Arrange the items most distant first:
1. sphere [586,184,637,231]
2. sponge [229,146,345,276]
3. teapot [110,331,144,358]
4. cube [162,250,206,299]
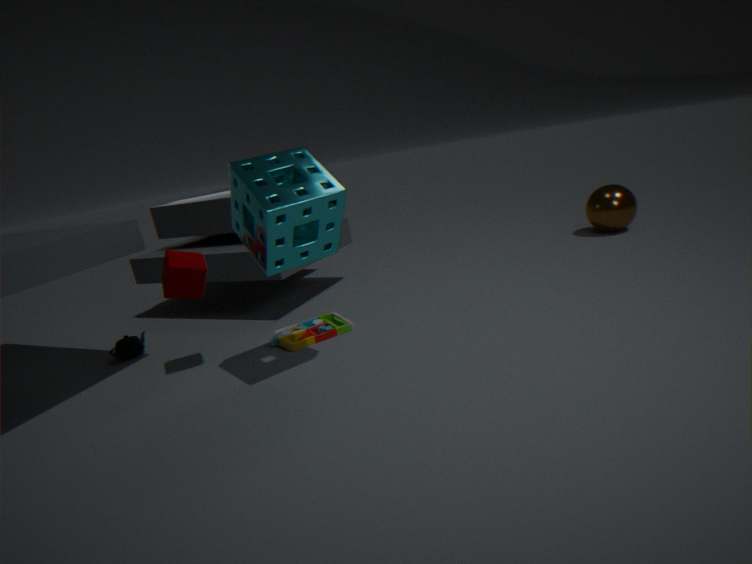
sphere [586,184,637,231], teapot [110,331,144,358], cube [162,250,206,299], sponge [229,146,345,276]
